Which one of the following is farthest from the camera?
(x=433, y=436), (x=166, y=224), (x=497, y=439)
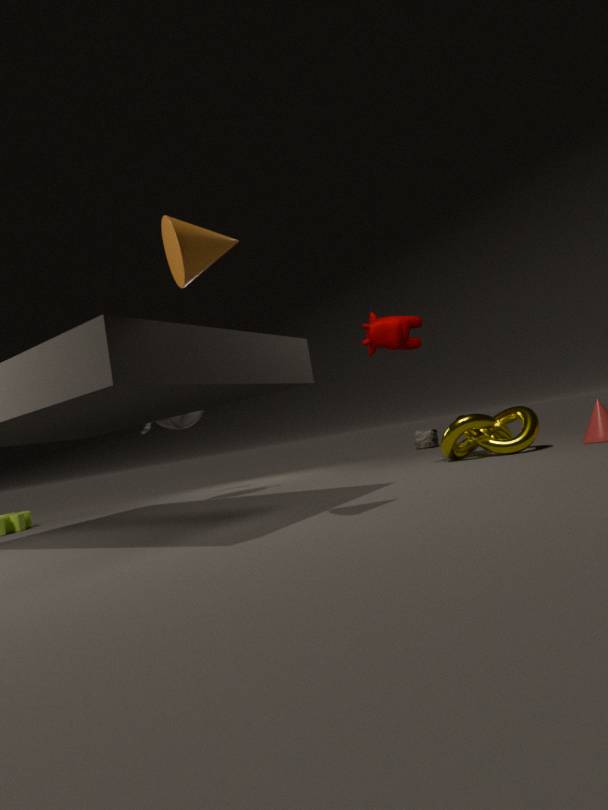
(x=433, y=436)
